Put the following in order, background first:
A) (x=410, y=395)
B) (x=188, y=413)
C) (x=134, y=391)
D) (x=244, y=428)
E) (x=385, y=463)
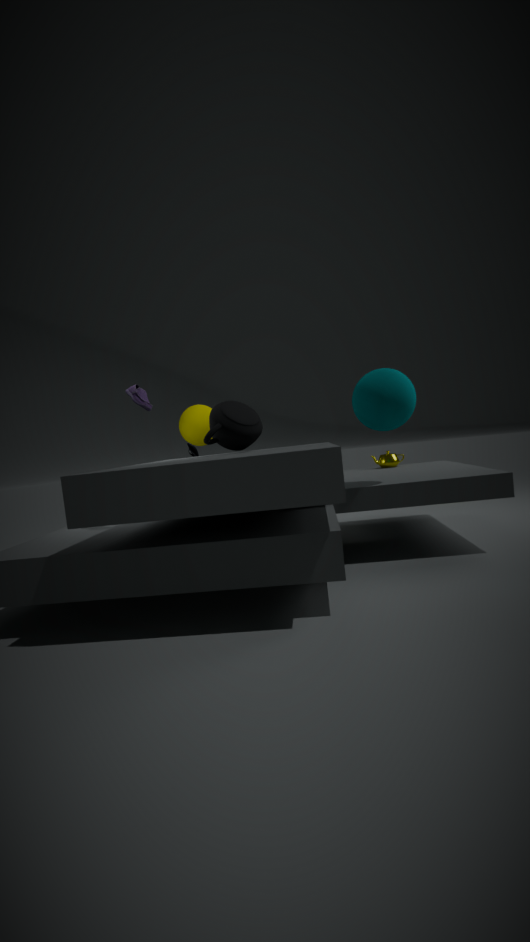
1. (x=188, y=413)
2. (x=385, y=463)
3. (x=244, y=428)
4. (x=134, y=391)
5. (x=410, y=395)
